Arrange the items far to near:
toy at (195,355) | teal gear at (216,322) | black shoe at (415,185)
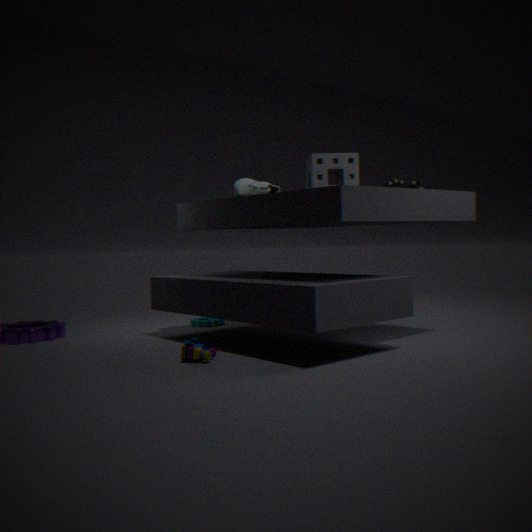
teal gear at (216,322)
black shoe at (415,185)
toy at (195,355)
